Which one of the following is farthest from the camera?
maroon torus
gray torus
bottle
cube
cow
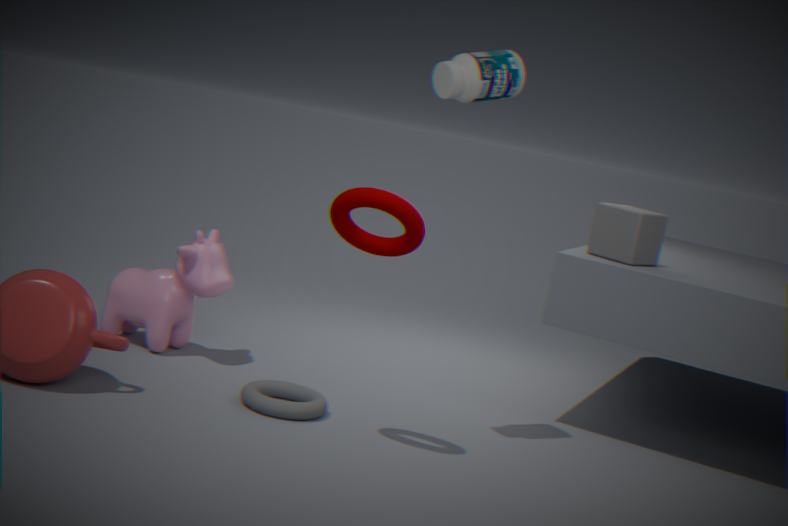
cube
